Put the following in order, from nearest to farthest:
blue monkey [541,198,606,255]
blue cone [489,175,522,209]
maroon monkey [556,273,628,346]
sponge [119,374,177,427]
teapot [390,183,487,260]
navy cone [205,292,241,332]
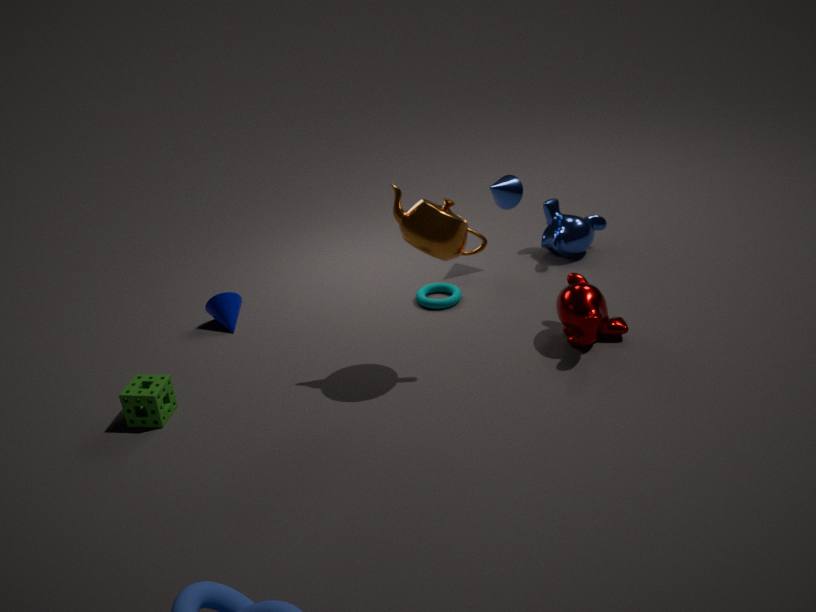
teapot [390,183,487,260]
sponge [119,374,177,427]
maroon monkey [556,273,628,346]
navy cone [205,292,241,332]
blue cone [489,175,522,209]
blue monkey [541,198,606,255]
